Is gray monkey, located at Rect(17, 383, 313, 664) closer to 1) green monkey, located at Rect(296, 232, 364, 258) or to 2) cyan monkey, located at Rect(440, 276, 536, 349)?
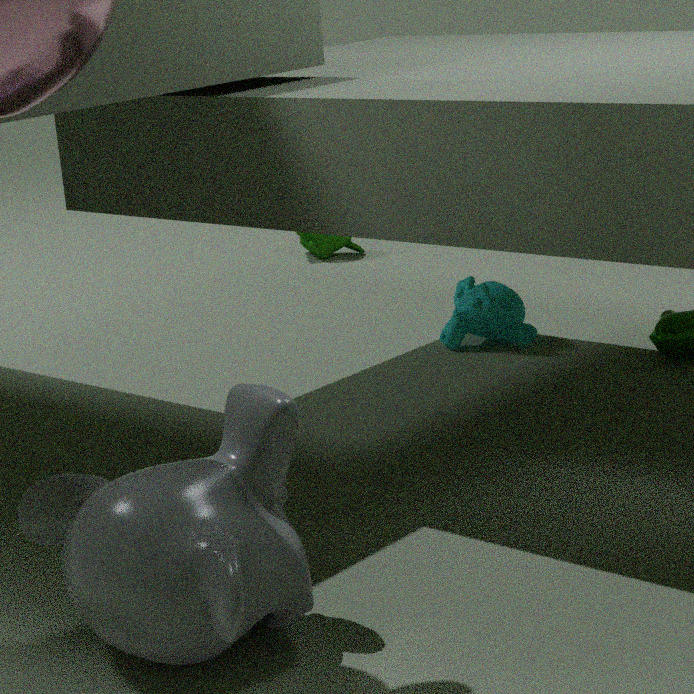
2) cyan monkey, located at Rect(440, 276, 536, 349)
